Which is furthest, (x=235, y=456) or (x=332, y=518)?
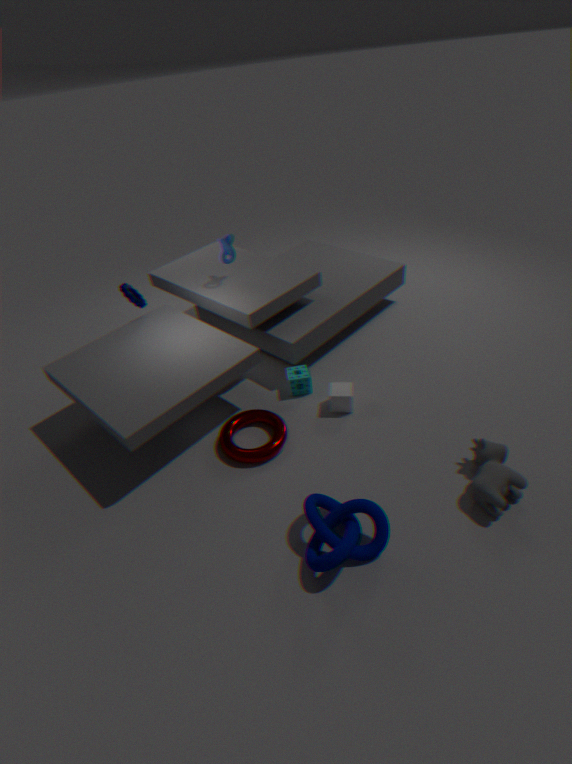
(x=235, y=456)
